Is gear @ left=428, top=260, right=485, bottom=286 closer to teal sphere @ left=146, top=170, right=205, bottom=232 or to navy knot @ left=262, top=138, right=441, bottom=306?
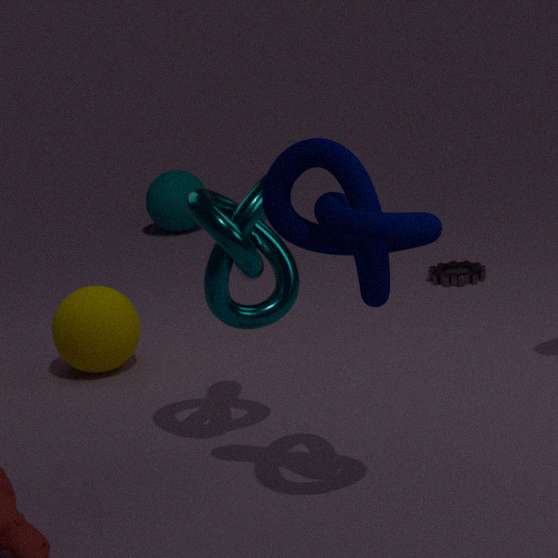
teal sphere @ left=146, top=170, right=205, bottom=232
